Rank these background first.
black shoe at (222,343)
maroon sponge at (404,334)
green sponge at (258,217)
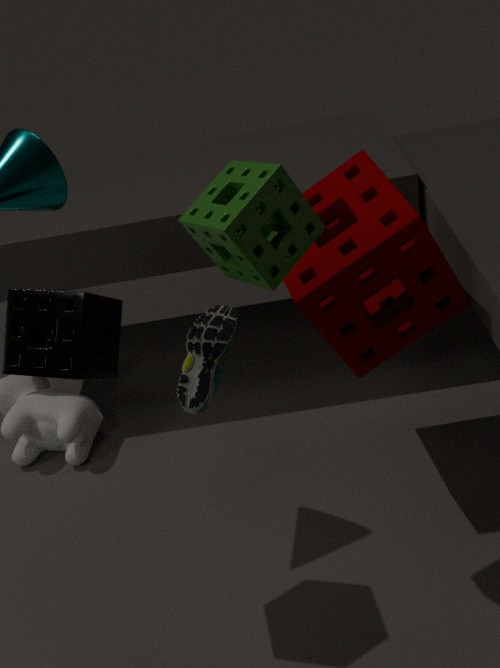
maroon sponge at (404,334), green sponge at (258,217), black shoe at (222,343)
